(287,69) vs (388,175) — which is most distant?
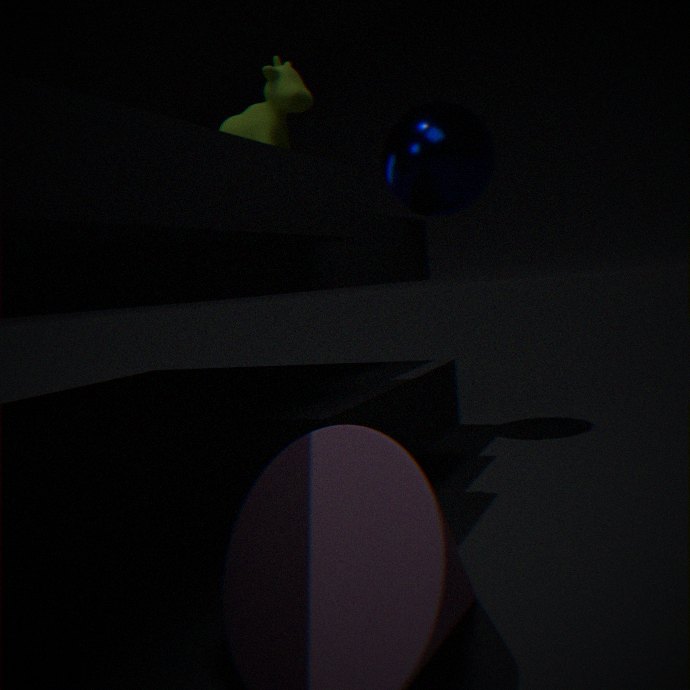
(388,175)
